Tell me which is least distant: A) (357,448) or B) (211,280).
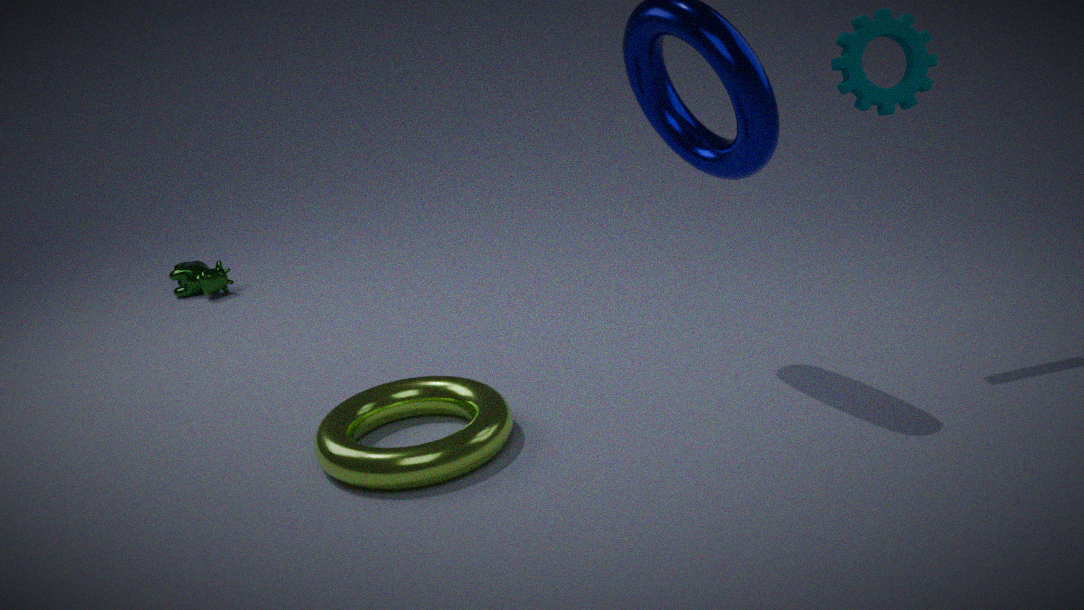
A. (357,448)
